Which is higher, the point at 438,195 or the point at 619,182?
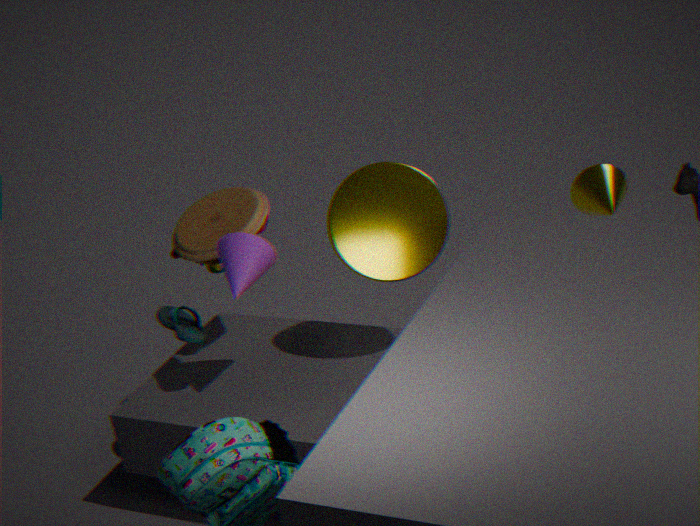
the point at 438,195
